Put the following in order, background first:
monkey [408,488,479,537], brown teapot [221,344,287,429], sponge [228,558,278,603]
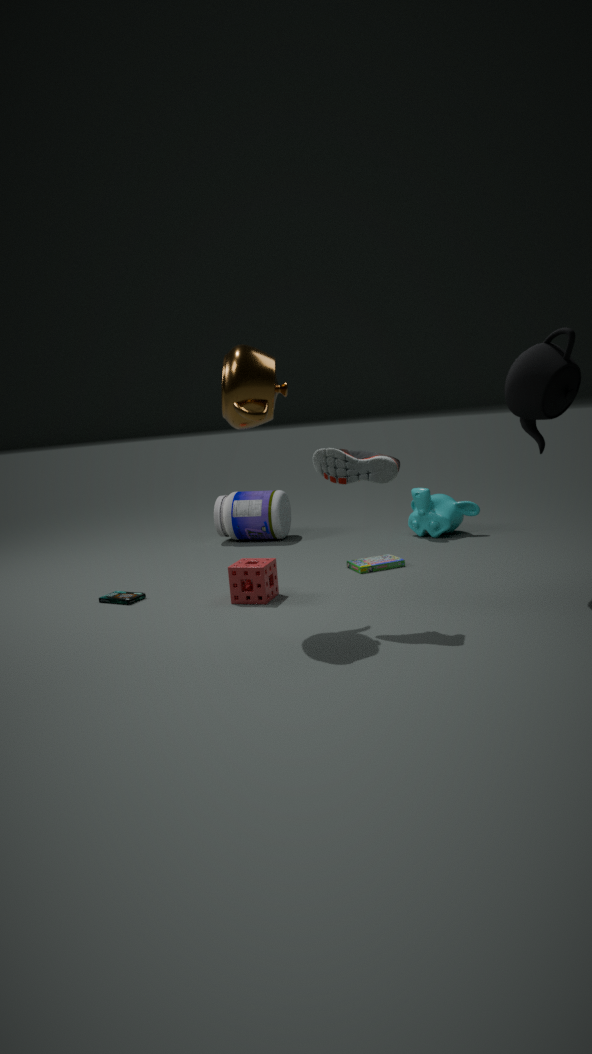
monkey [408,488,479,537], sponge [228,558,278,603], brown teapot [221,344,287,429]
